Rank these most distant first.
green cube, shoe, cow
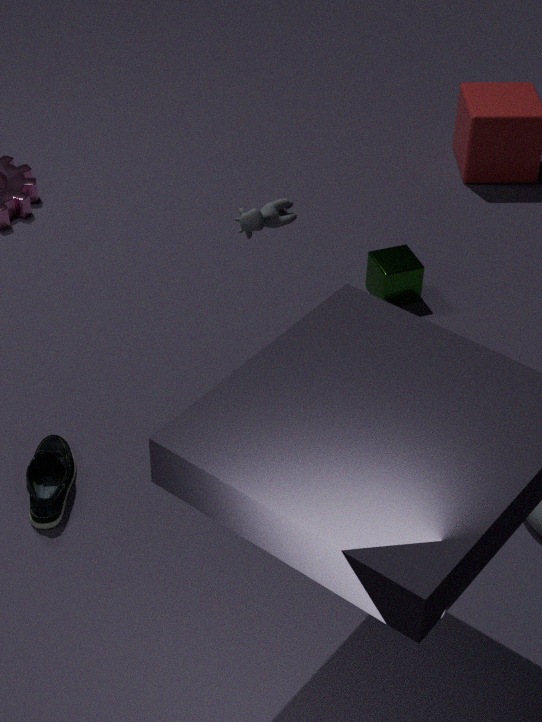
green cube < cow < shoe
